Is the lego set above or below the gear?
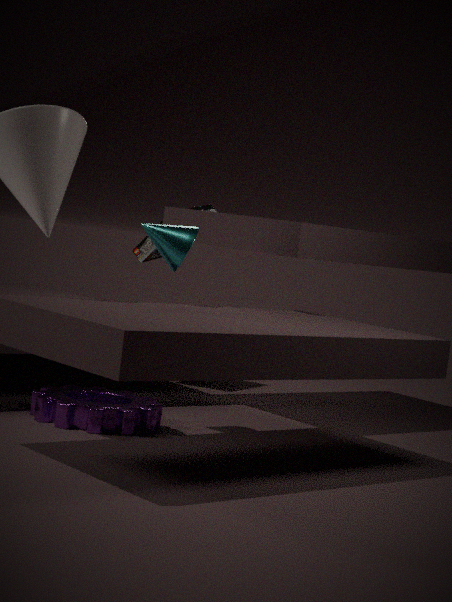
above
